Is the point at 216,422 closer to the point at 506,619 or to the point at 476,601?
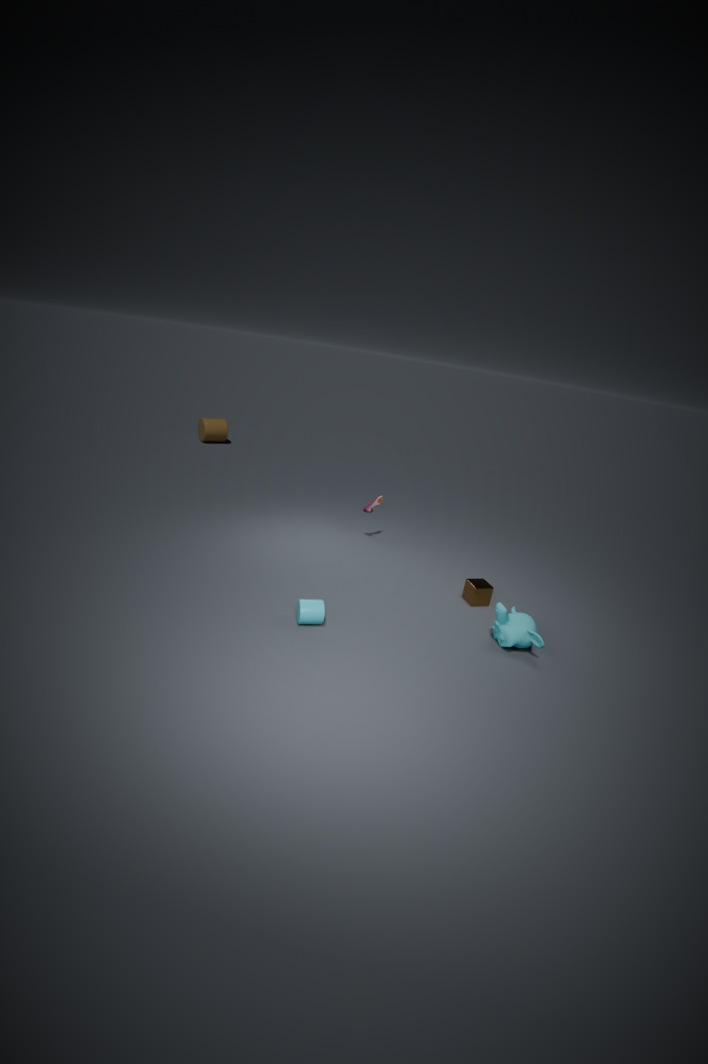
the point at 476,601
